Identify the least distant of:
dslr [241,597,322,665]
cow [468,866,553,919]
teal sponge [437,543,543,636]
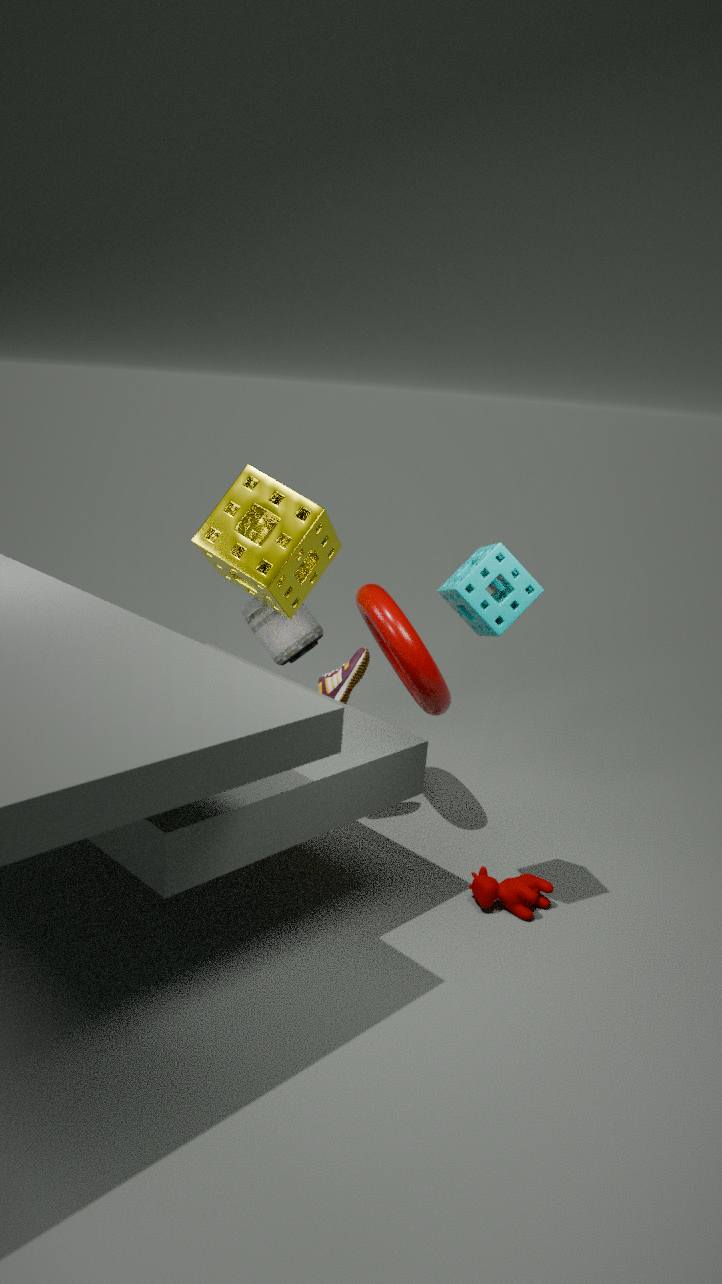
teal sponge [437,543,543,636]
